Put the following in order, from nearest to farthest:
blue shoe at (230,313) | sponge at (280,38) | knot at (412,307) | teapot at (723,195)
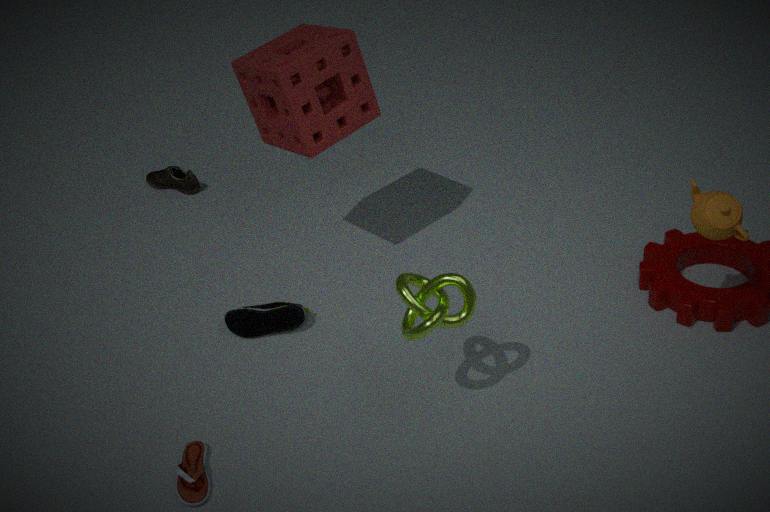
knot at (412,307)
teapot at (723,195)
sponge at (280,38)
blue shoe at (230,313)
